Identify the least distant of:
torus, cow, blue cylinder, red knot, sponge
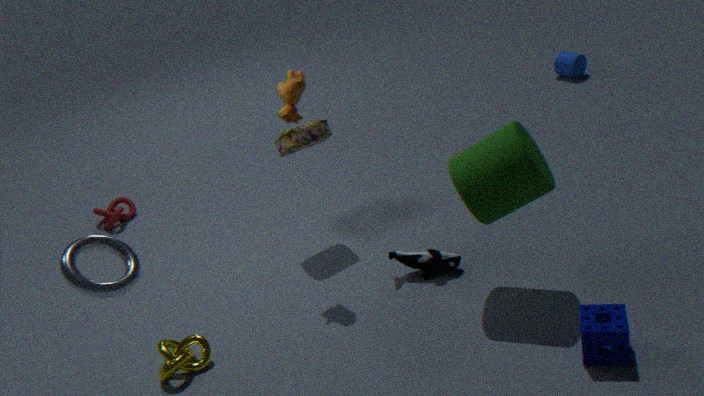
torus
